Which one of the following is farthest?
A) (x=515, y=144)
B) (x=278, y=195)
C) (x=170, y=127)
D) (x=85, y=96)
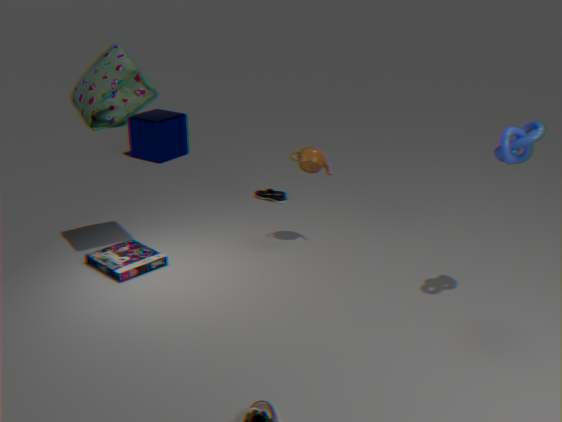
(x=170, y=127)
